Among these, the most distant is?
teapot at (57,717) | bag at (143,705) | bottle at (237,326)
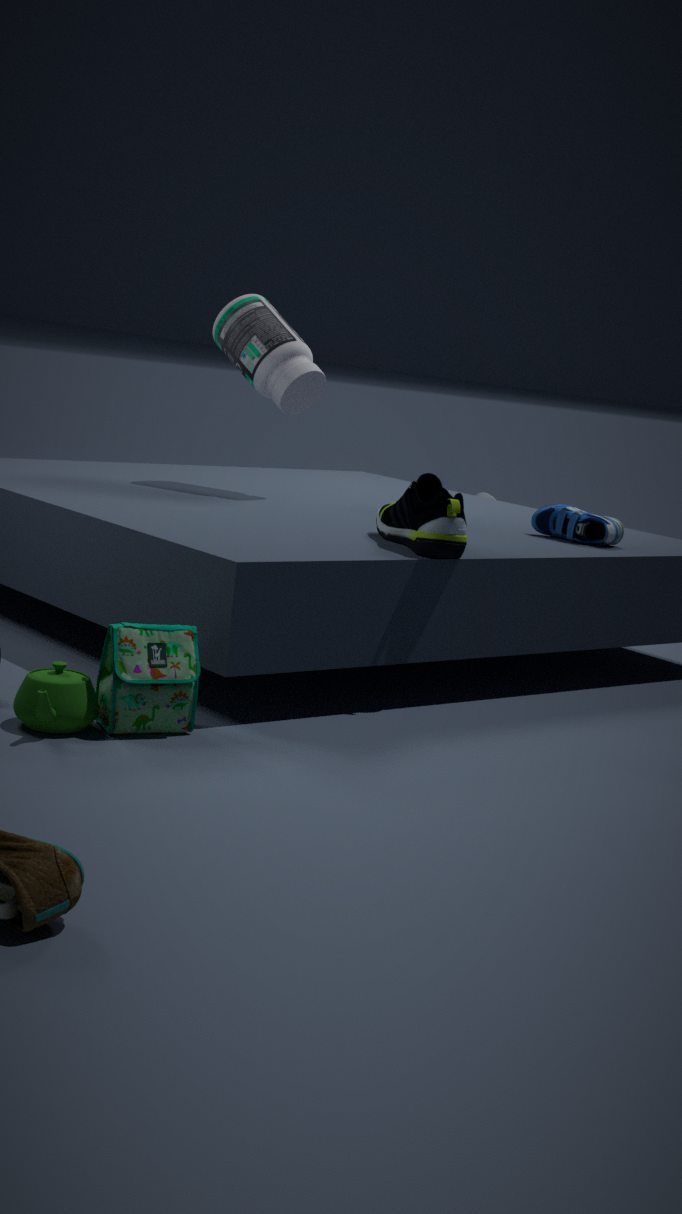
bottle at (237,326)
